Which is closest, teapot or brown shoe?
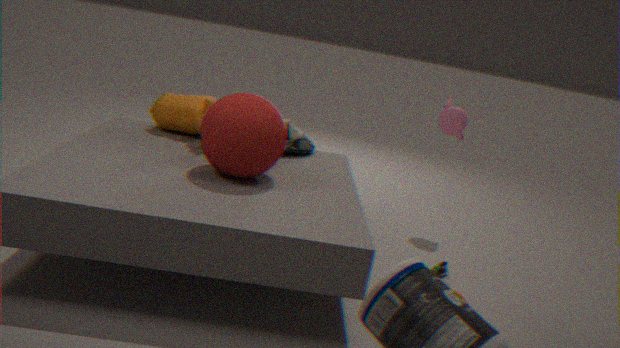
brown shoe
